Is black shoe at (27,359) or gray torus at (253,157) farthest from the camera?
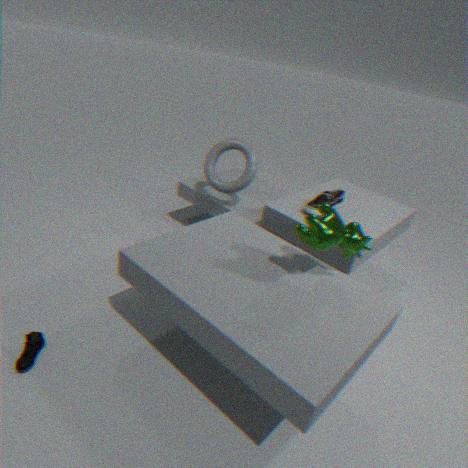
gray torus at (253,157)
